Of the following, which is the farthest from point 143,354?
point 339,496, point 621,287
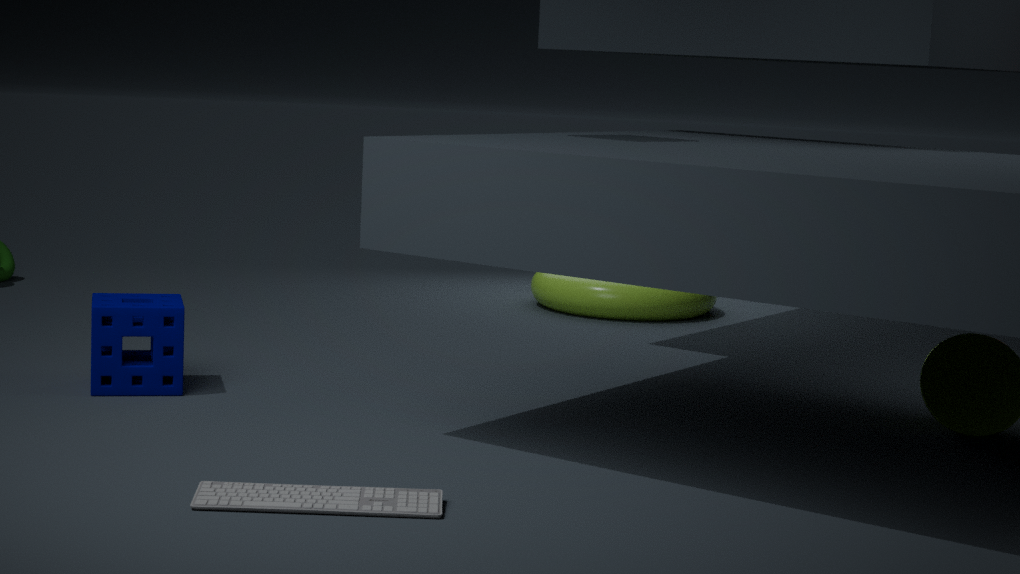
point 621,287
